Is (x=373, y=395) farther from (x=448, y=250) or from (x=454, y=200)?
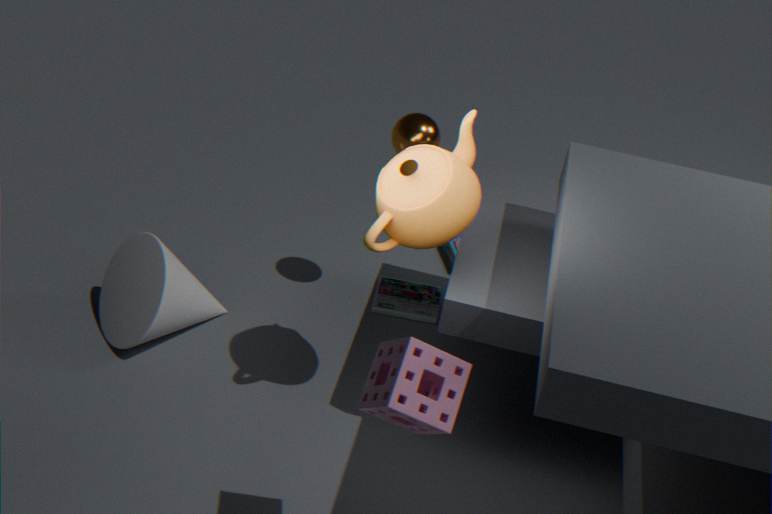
(x=448, y=250)
